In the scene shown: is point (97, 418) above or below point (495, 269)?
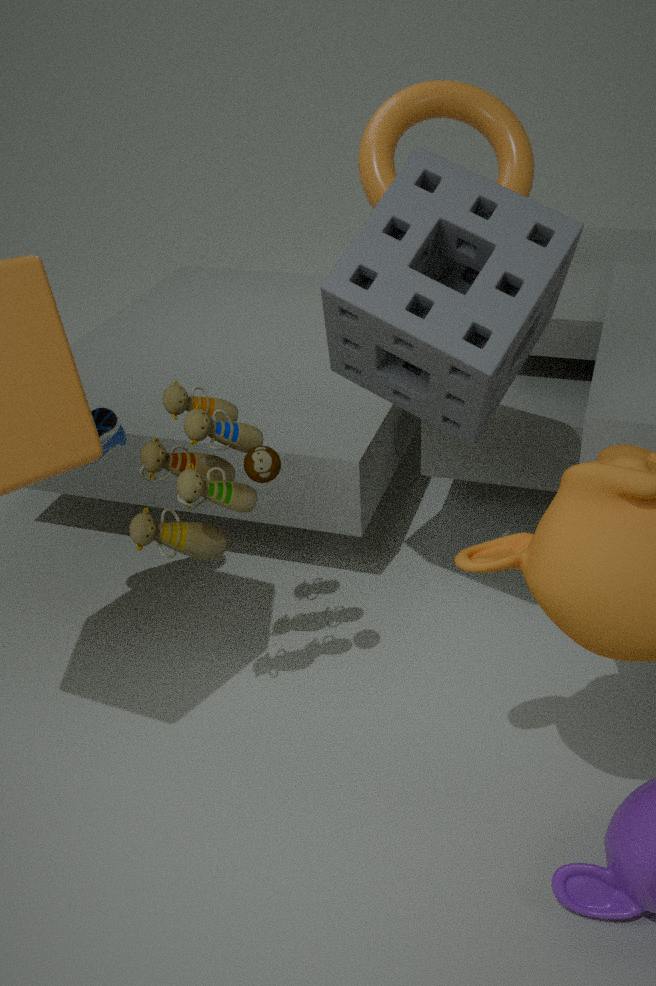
below
